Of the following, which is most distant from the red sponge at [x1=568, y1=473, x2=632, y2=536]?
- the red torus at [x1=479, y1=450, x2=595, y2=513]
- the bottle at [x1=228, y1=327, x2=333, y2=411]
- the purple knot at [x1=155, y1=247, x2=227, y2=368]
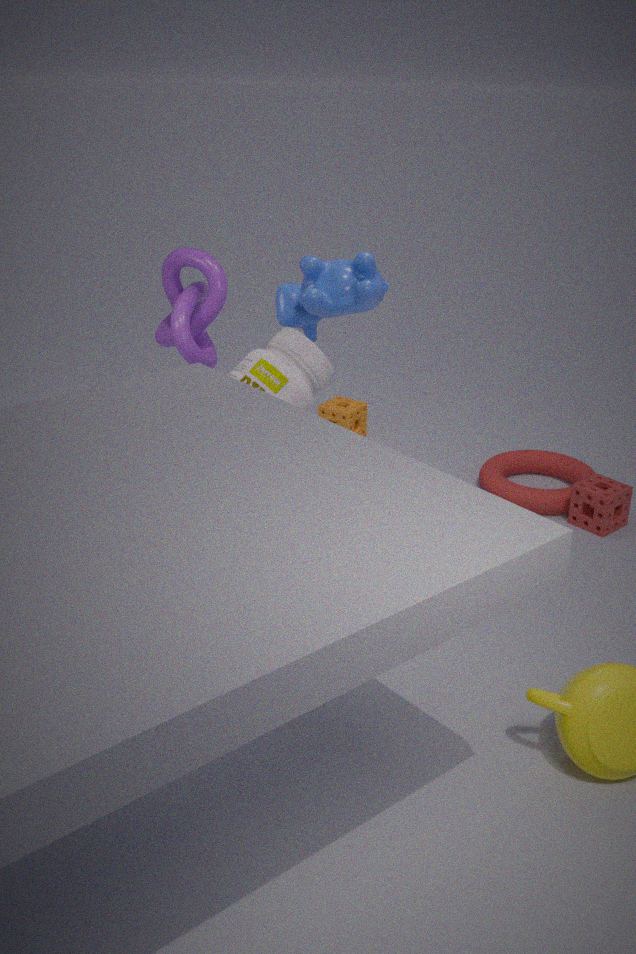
the purple knot at [x1=155, y1=247, x2=227, y2=368]
